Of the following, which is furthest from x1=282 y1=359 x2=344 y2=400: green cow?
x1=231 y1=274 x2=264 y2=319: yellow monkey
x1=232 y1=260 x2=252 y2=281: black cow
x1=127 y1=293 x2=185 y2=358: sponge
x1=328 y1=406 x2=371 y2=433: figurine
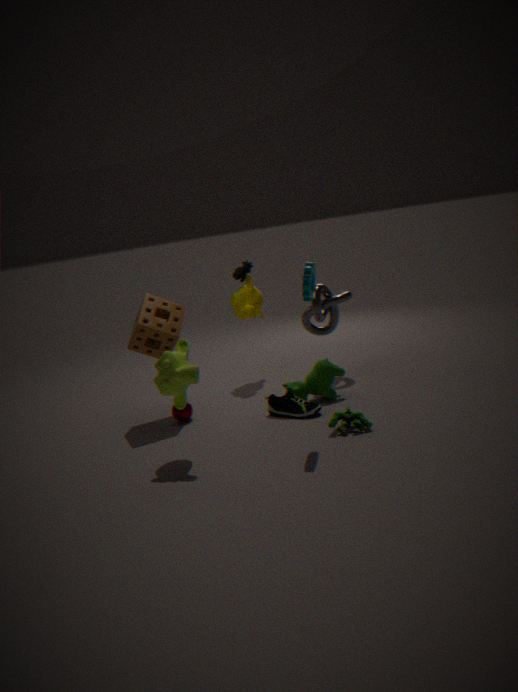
x1=232 y1=260 x2=252 y2=281: black cow
